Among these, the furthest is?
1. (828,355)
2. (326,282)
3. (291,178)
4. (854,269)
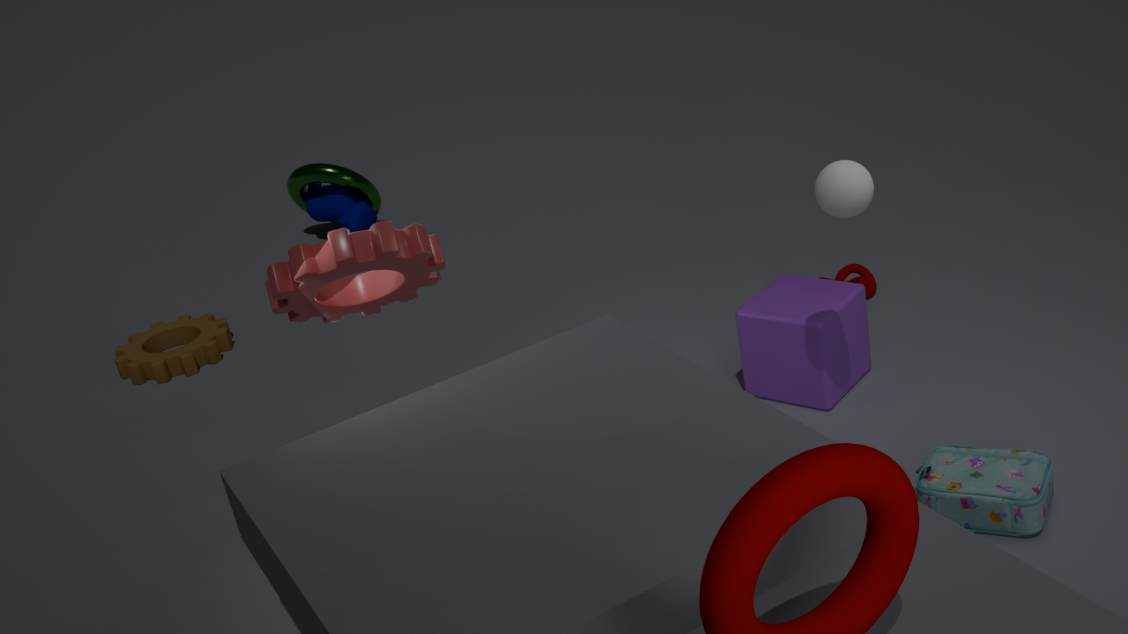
(291,178)
